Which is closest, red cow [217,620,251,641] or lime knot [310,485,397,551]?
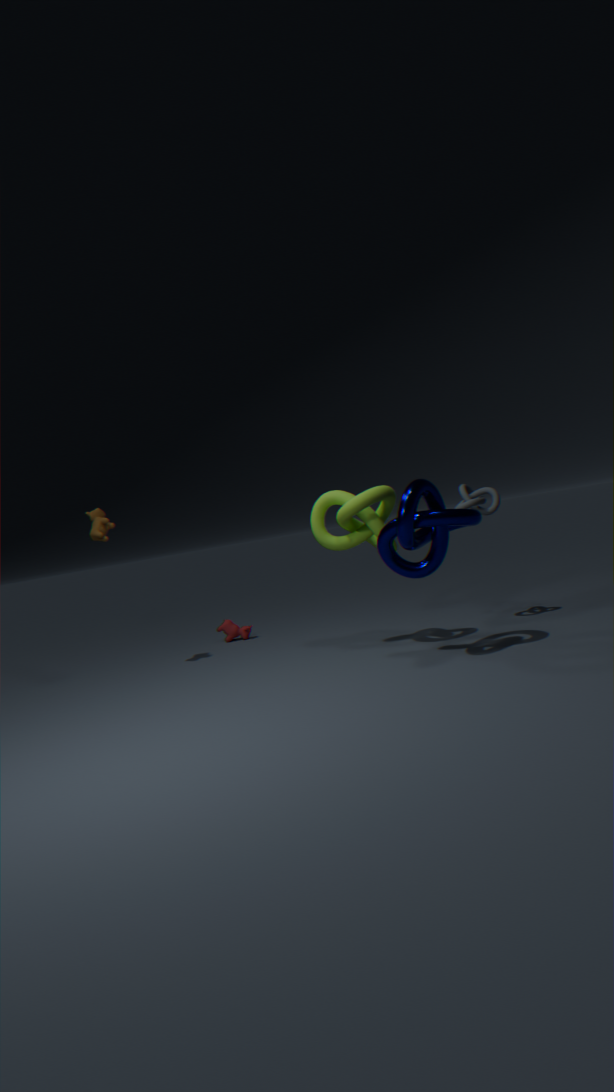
lime knot [310,485,397,551]
